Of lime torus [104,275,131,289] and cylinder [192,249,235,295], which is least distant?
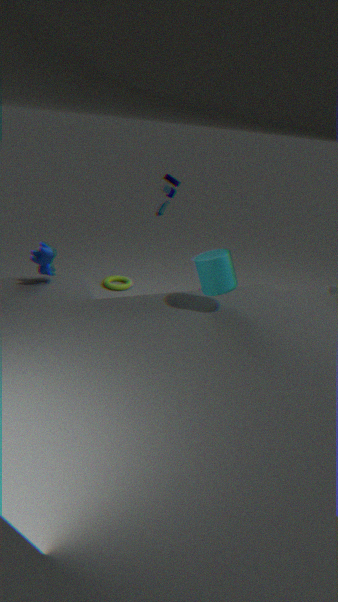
cylinder [192,249,235,295]
